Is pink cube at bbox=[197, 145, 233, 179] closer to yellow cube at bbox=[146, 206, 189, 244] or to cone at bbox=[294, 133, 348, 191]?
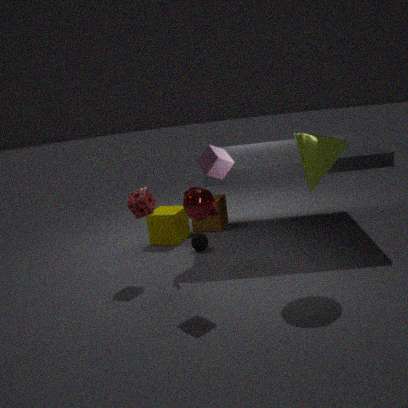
cone at bbox=[294, 133, 348, 191]
